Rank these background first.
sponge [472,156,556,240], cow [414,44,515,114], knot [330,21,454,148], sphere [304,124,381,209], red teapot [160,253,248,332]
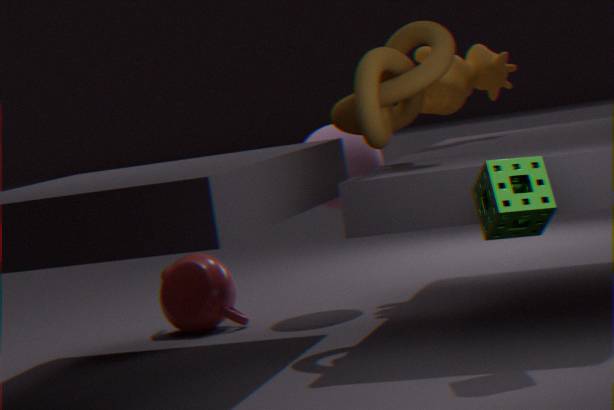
cow [414,44,515,114]
red teapot [160,253,248,332]
sphere [304,124,381,209]
knot [330,21,454,148]
sponge [472,156,556,240]
